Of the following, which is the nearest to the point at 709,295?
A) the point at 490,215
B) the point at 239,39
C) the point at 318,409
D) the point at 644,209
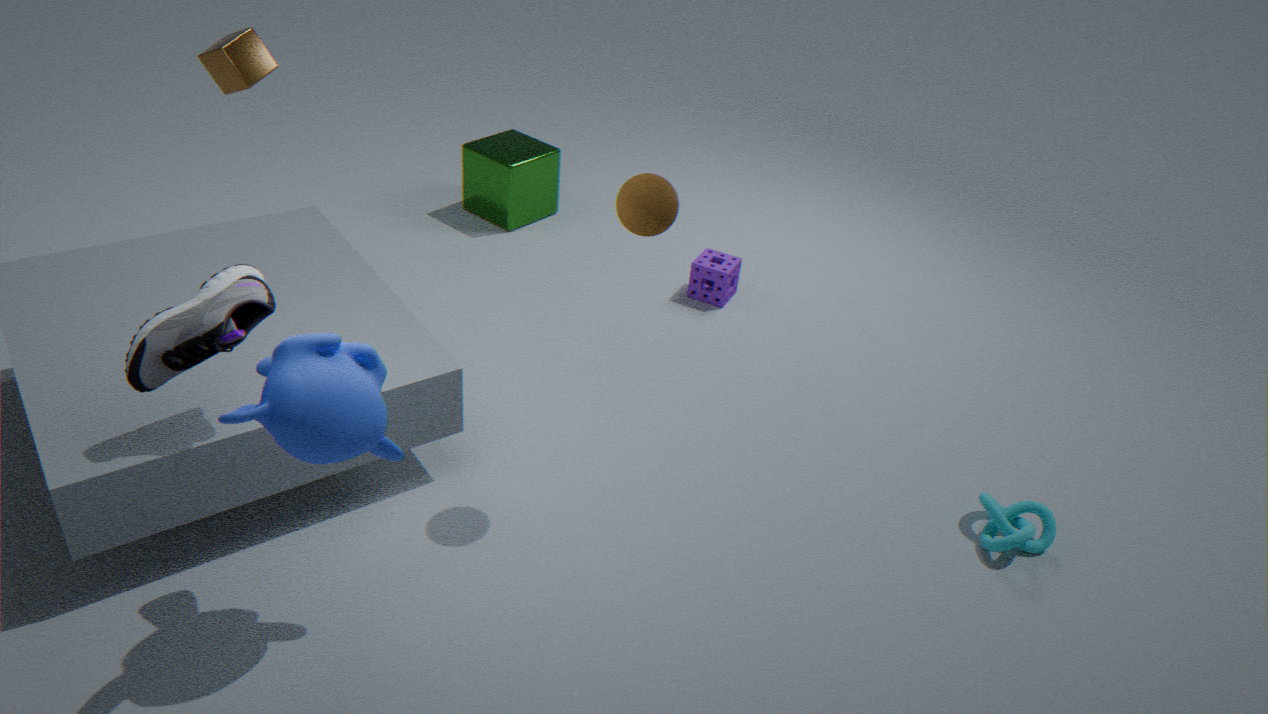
the point at 490,215
